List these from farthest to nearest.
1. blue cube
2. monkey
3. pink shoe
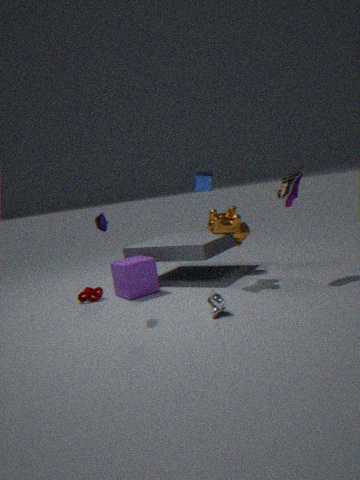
blue cube, pink shoe, monkey
